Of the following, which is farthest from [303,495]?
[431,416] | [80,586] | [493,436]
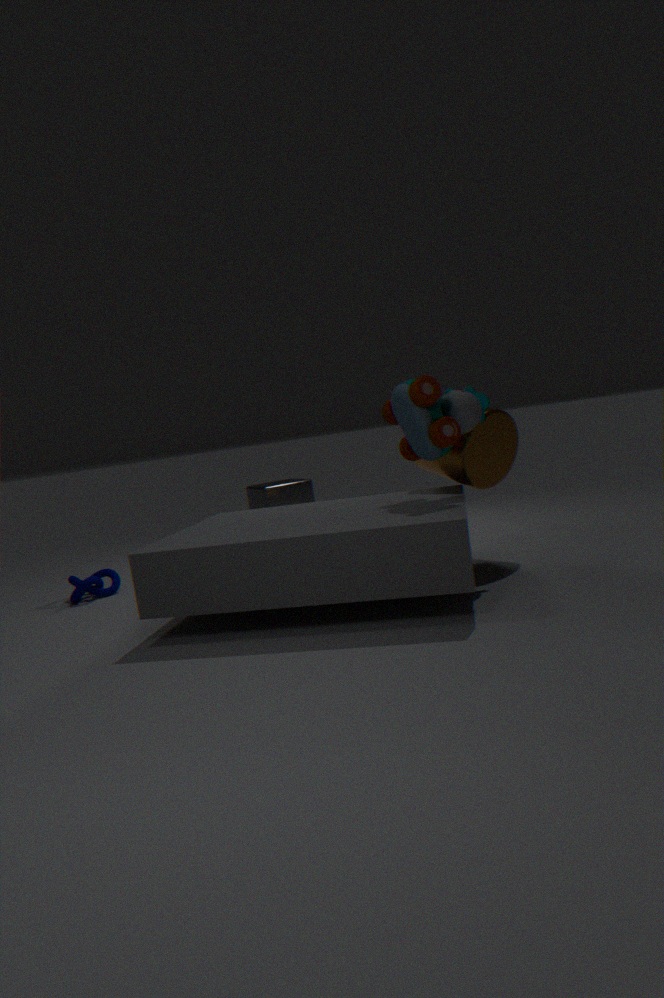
[431,416]
